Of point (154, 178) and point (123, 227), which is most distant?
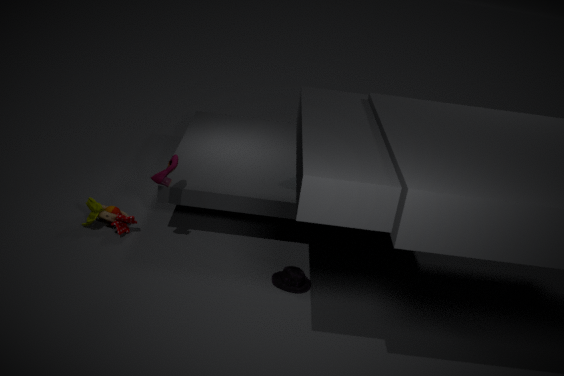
point (123, 227)
